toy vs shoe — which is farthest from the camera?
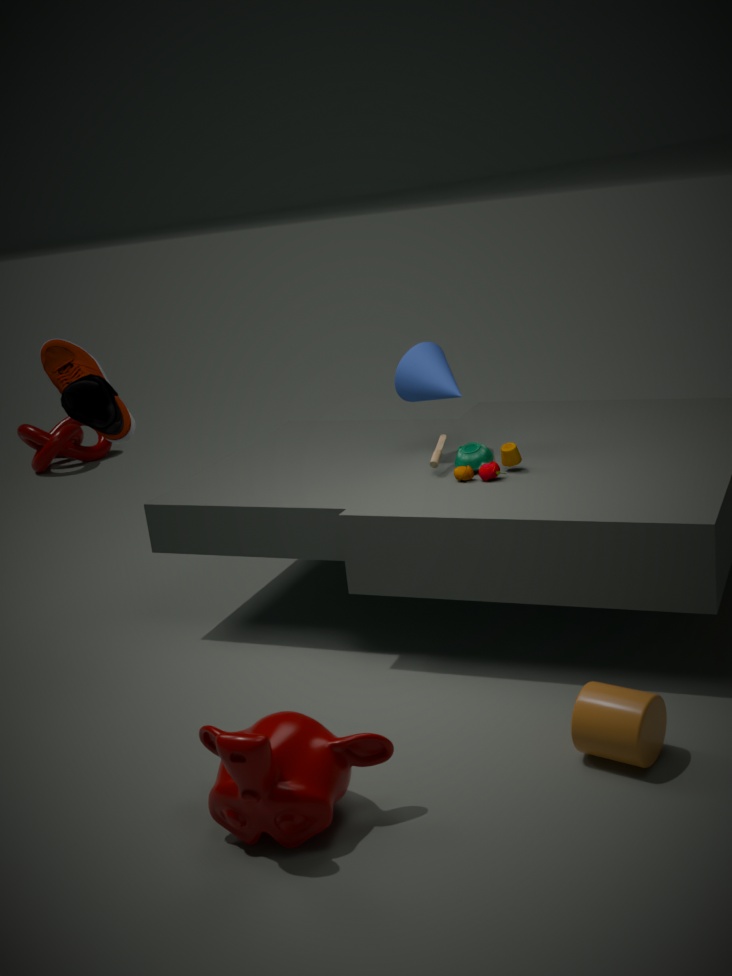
toy
